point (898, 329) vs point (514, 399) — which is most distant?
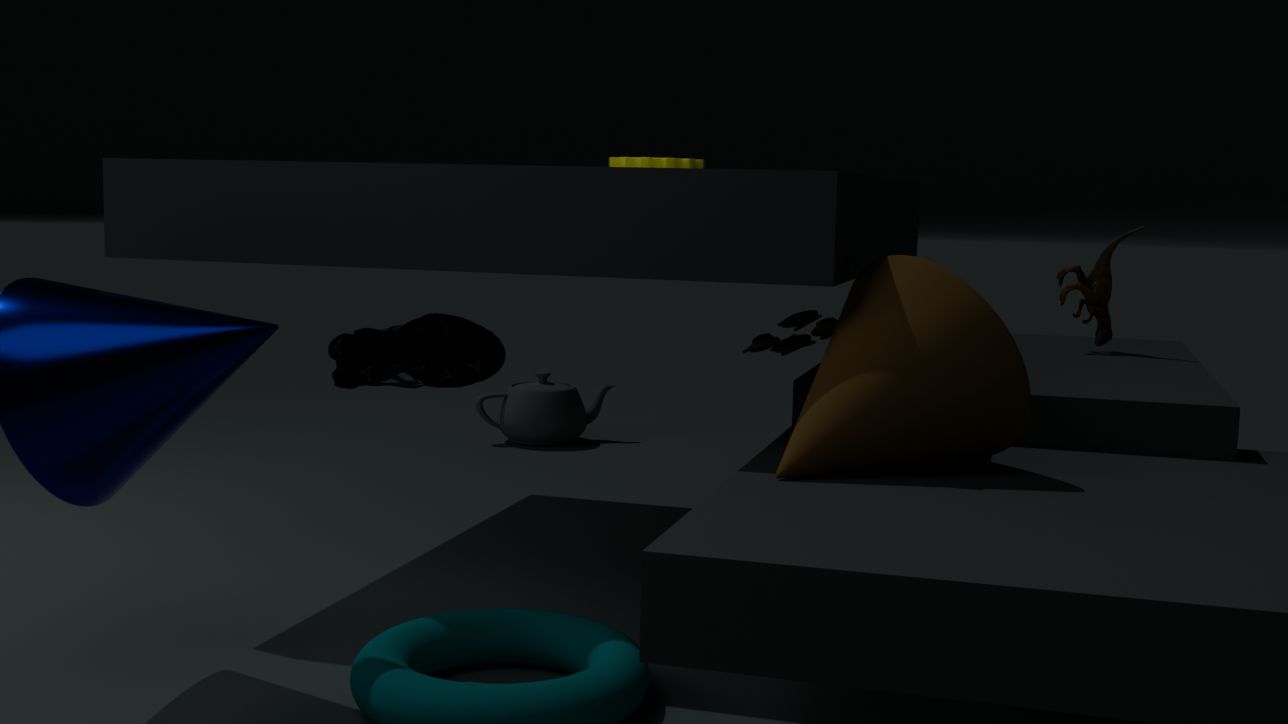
point (514, 399)
